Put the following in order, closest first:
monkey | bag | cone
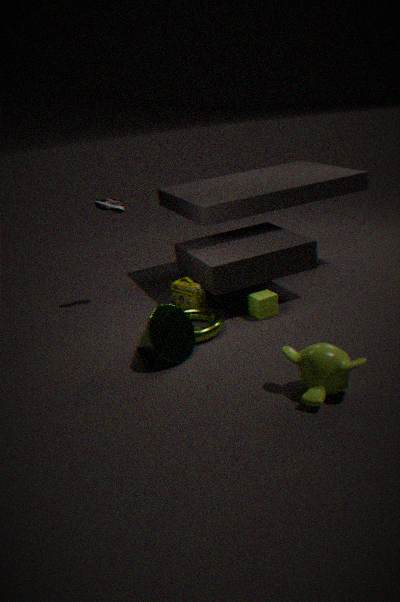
monkey, cone, bag
